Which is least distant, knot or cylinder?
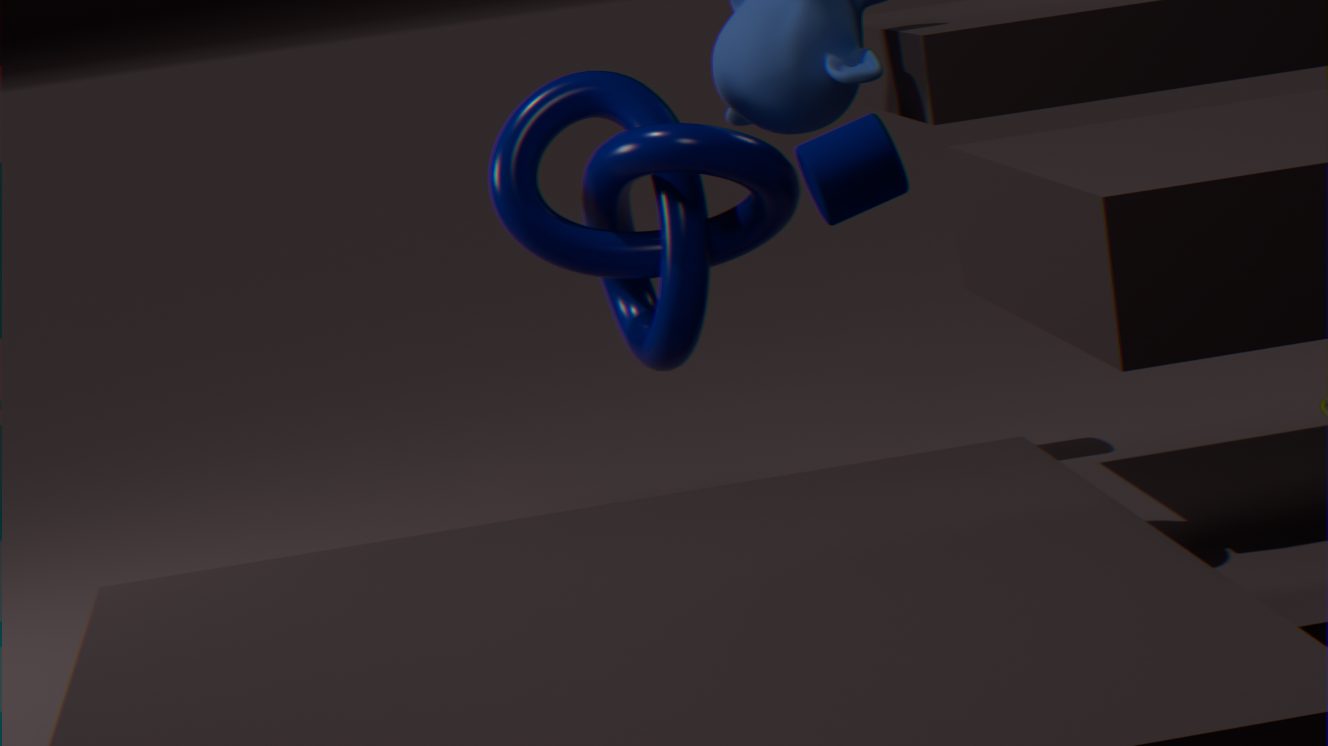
knot
